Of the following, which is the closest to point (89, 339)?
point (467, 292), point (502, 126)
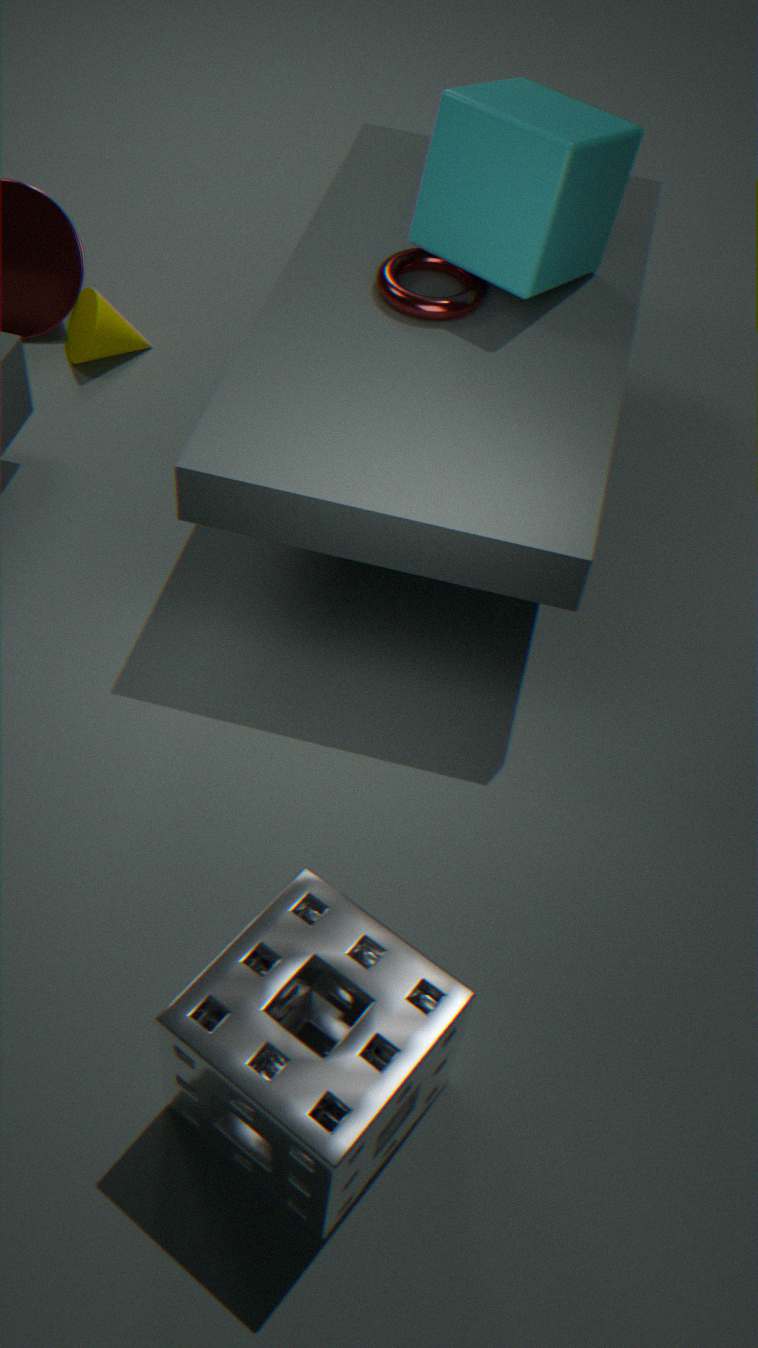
point (467, 292)
